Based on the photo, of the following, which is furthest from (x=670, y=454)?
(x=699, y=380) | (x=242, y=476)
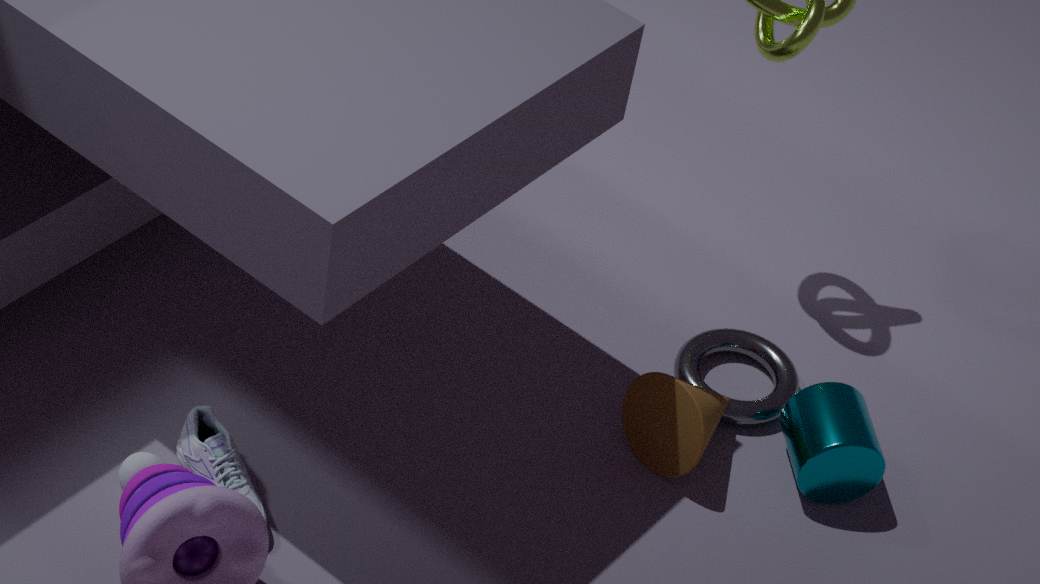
(x=242, y=476)
